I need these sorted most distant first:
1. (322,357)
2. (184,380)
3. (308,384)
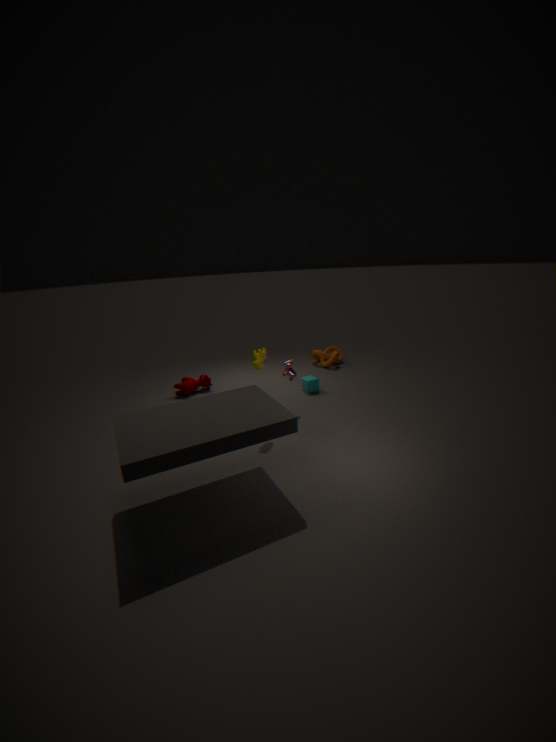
1. (322,357)
2. (184,380)
3. (308,384)
